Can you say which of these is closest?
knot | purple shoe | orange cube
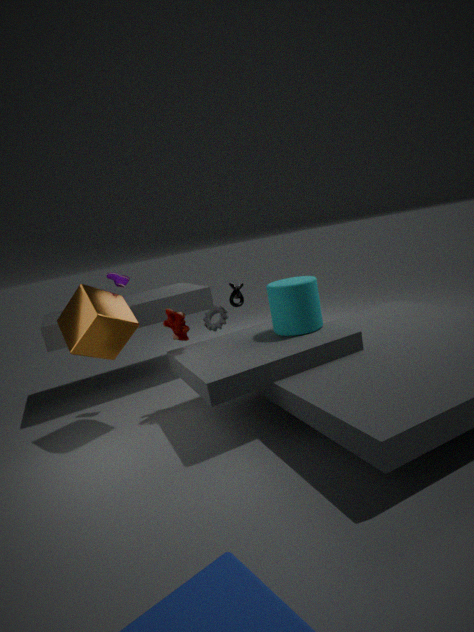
orange cube
